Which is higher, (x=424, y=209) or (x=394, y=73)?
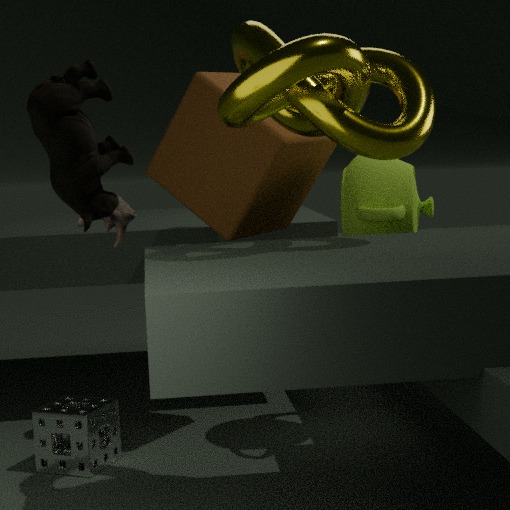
(x=394, y=73)
